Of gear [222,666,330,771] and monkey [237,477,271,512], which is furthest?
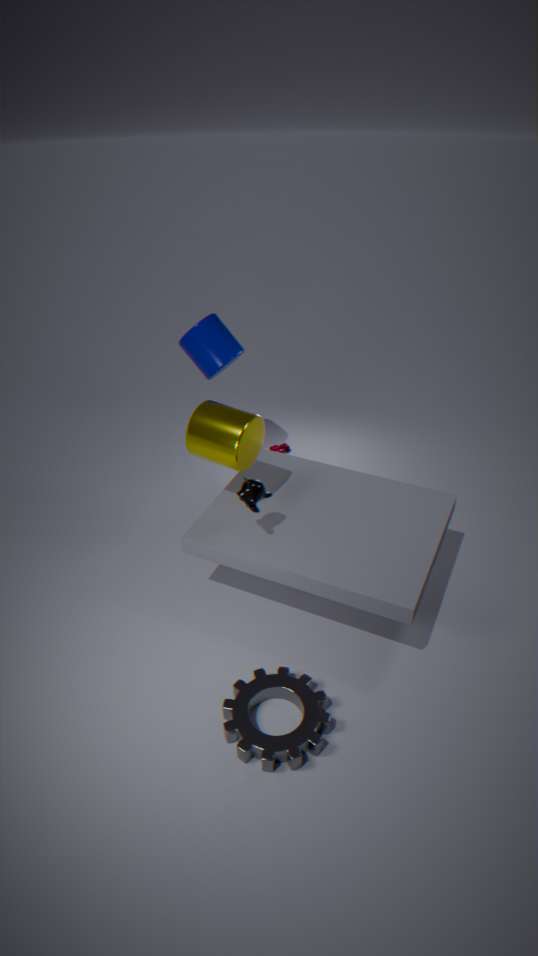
monkey [237,477,271,512]
